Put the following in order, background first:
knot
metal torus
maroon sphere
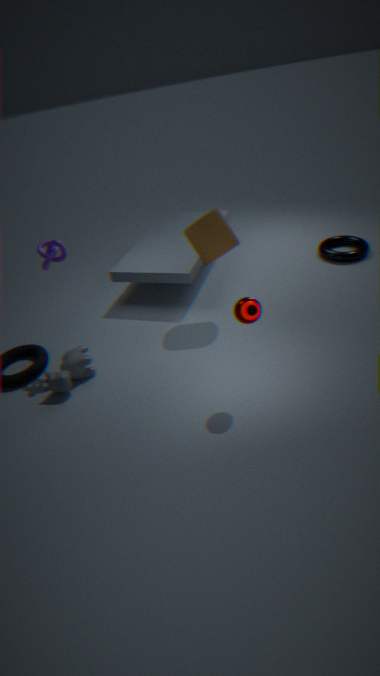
metal torus
knot
maroon sphere
